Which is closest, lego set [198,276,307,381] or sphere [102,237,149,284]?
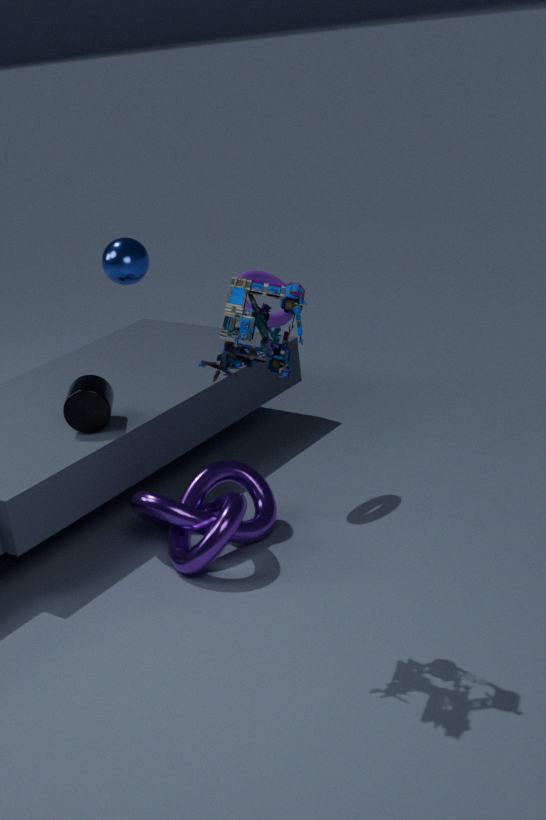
lego set [198,276,307,381]
